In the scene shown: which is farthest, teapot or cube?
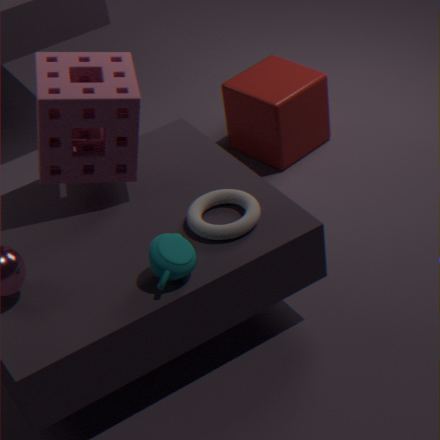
cube
